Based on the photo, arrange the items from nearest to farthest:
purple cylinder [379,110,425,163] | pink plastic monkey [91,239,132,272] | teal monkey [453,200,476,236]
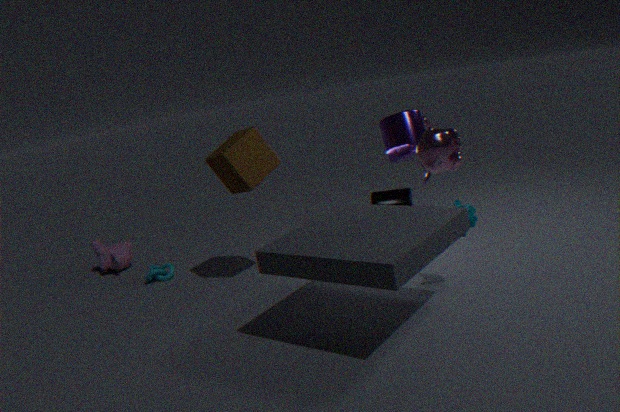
teal monkey [453,200,476,236] → purple cylinder [379,110,425,163] → pink plastic monkey [91,239,132,272]
